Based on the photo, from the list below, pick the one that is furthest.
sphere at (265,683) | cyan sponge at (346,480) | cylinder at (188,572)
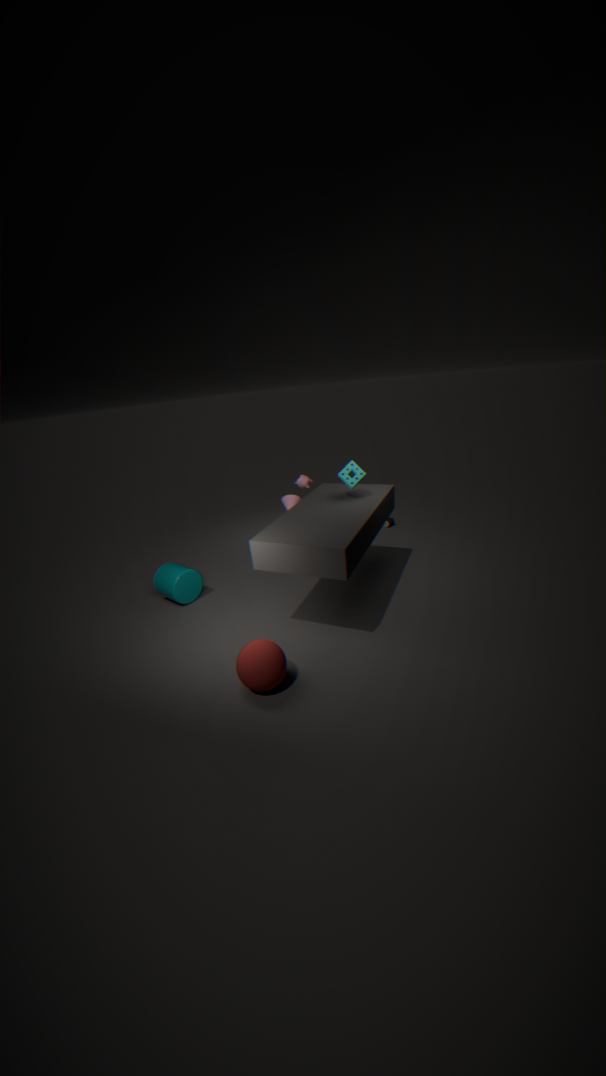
cylinder at (188,572)
